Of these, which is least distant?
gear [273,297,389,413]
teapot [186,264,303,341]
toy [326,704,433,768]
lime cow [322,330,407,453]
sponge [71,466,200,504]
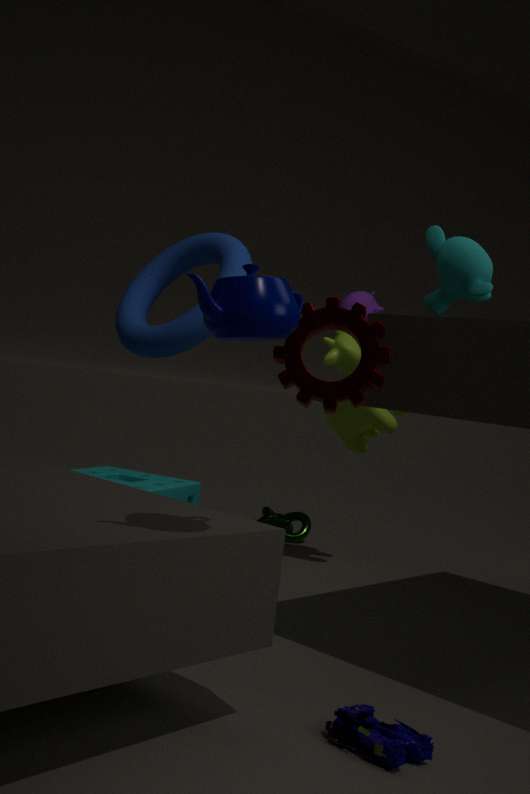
teapot [186,264,303,341]
